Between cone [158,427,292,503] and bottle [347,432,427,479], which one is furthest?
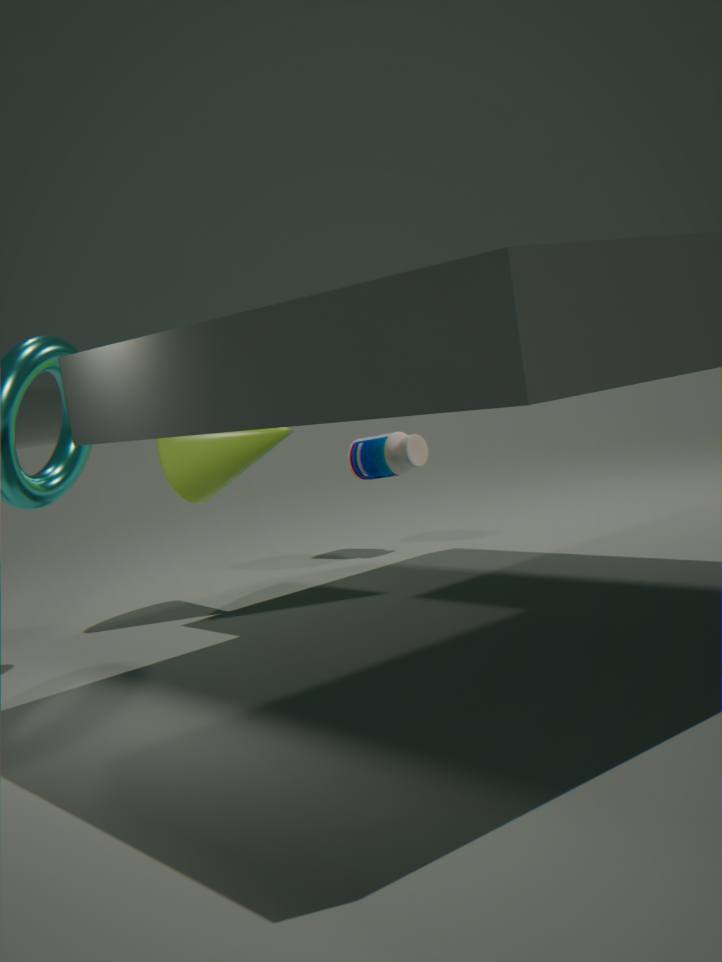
bottle [347,432,427,479]
